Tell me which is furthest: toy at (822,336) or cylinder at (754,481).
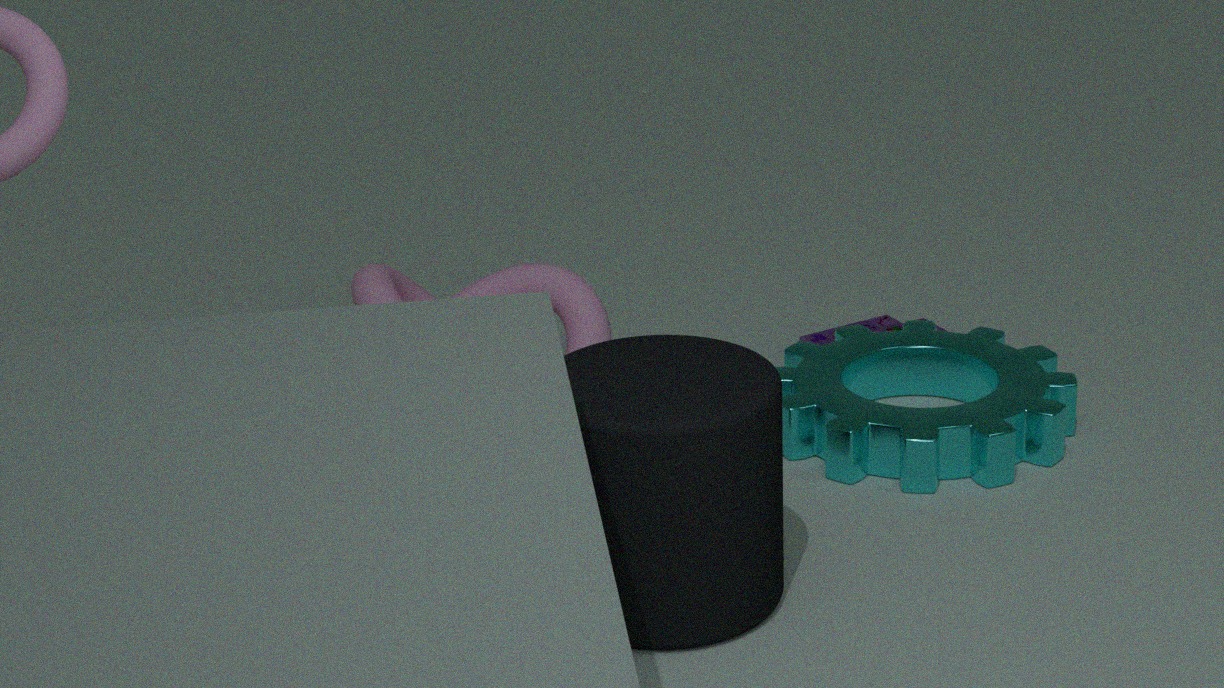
toy at (822,336)
